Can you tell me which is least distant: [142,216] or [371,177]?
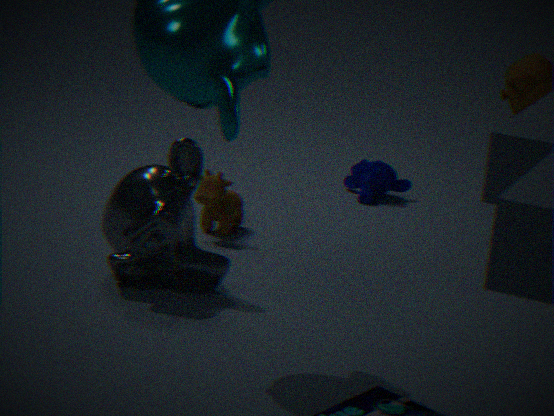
[142,216]
